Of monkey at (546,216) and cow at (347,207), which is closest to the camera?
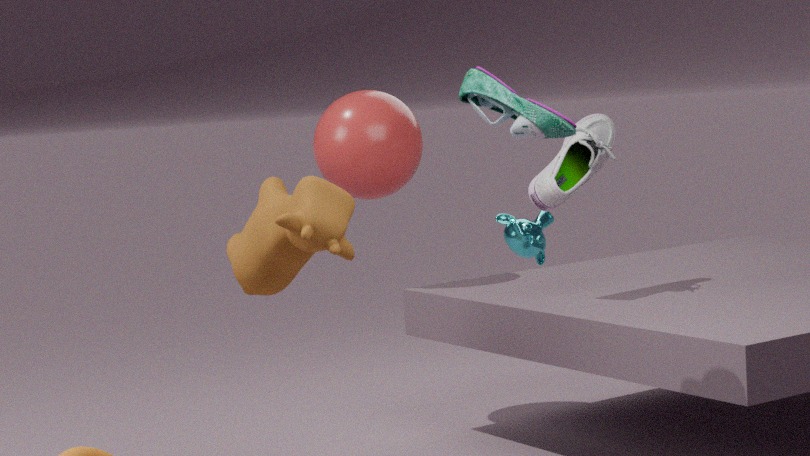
cow at (347,207)
